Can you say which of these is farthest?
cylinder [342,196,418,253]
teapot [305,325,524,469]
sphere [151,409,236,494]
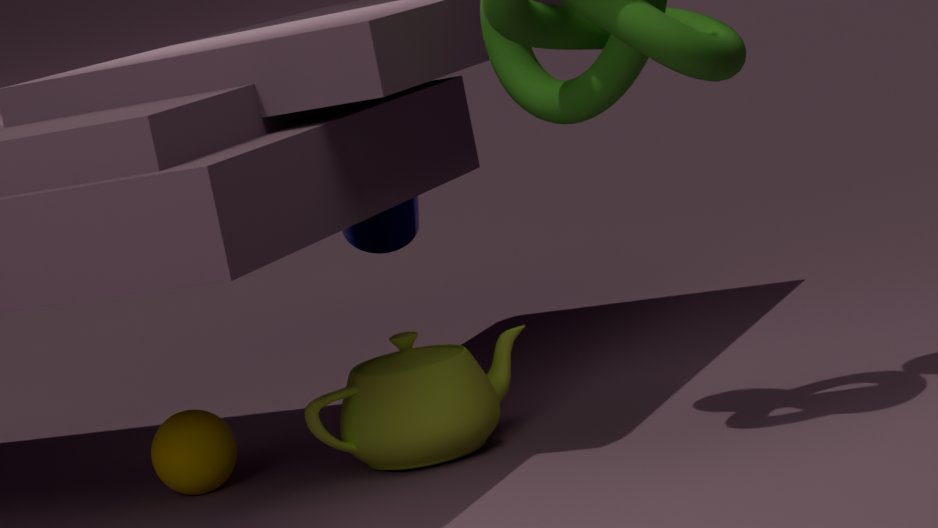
cylinder [342,196,418,253]
